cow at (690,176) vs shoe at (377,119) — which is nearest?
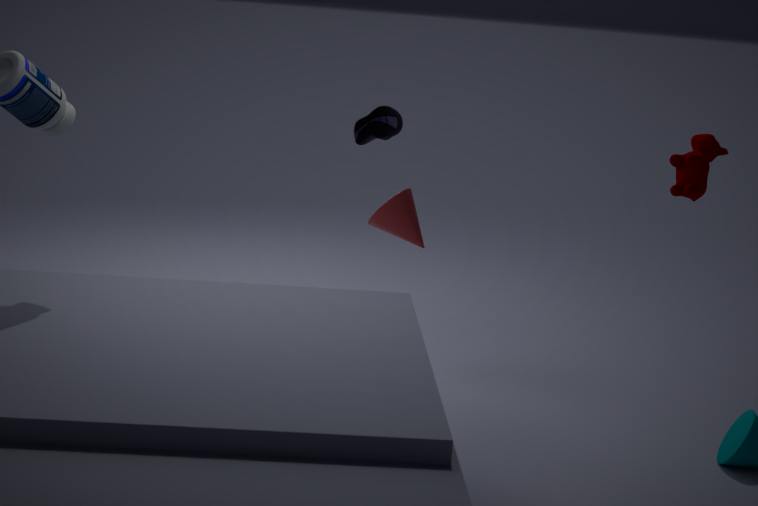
cow at (690,176)
